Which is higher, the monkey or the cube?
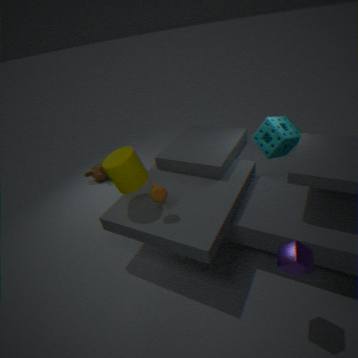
the cube
